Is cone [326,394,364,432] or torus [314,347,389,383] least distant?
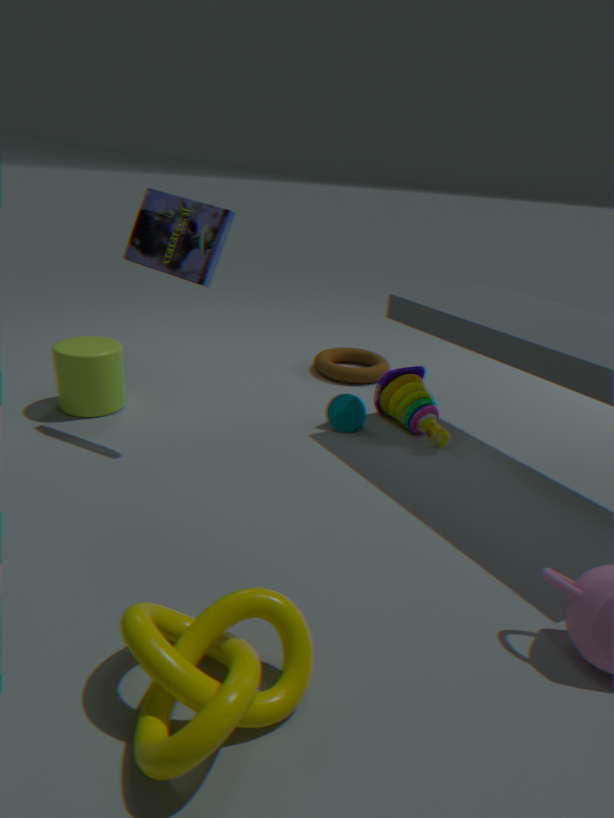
cone [326,394,364,432]
